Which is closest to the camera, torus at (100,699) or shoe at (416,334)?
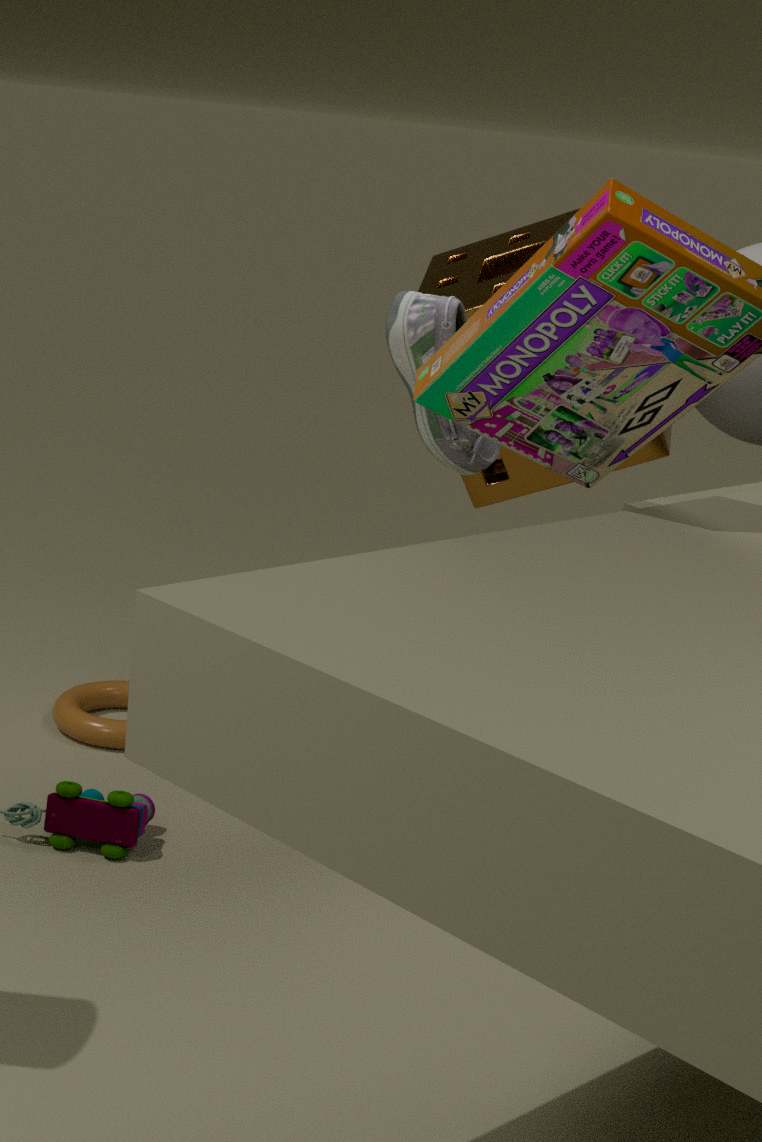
shoe at (416,334)
